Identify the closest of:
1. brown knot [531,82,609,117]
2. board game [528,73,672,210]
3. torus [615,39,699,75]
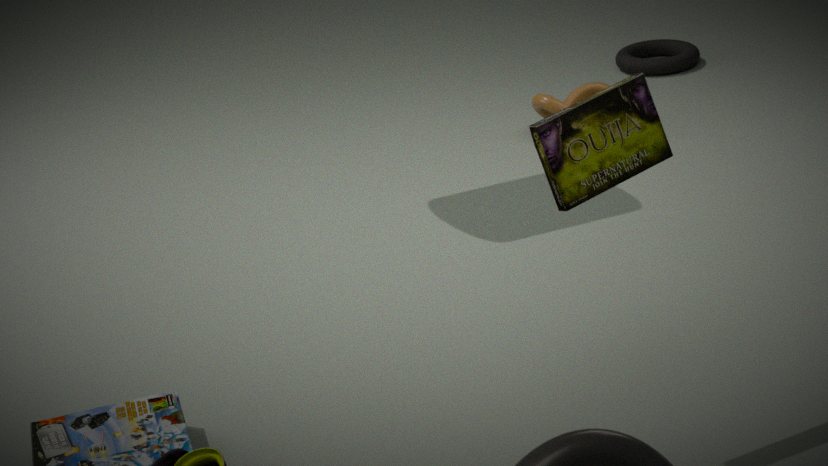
board game [528,73,672,210]
